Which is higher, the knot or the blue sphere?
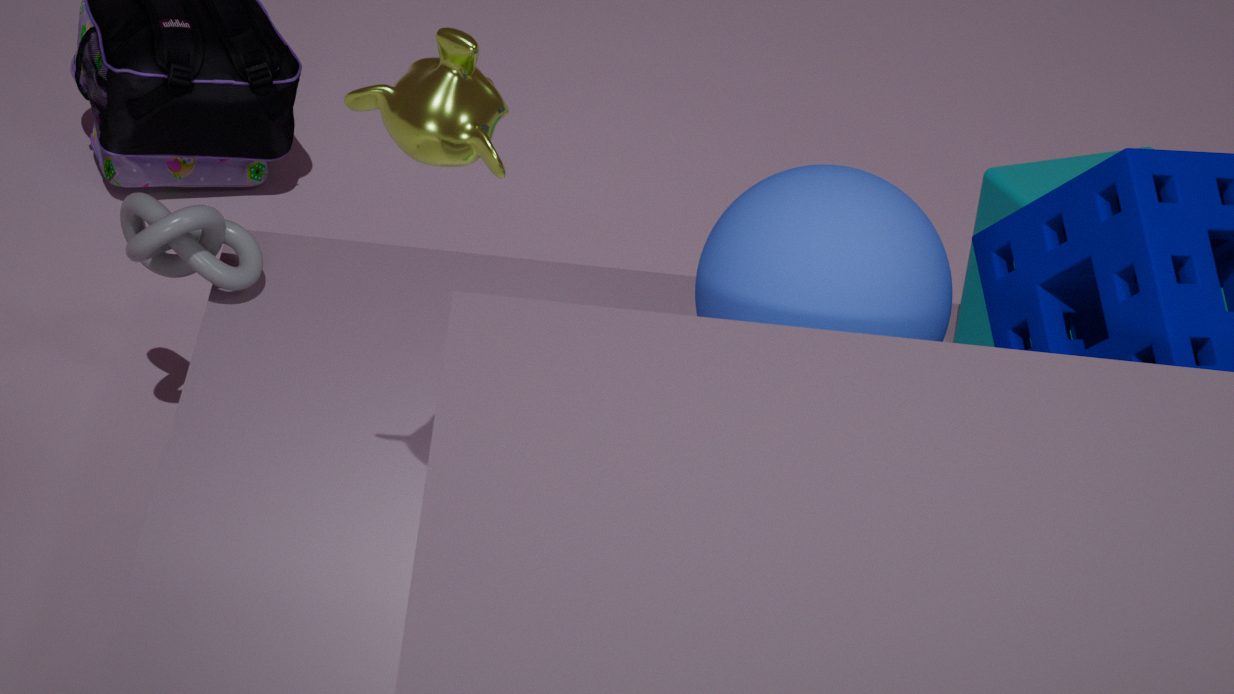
the blue sphere
